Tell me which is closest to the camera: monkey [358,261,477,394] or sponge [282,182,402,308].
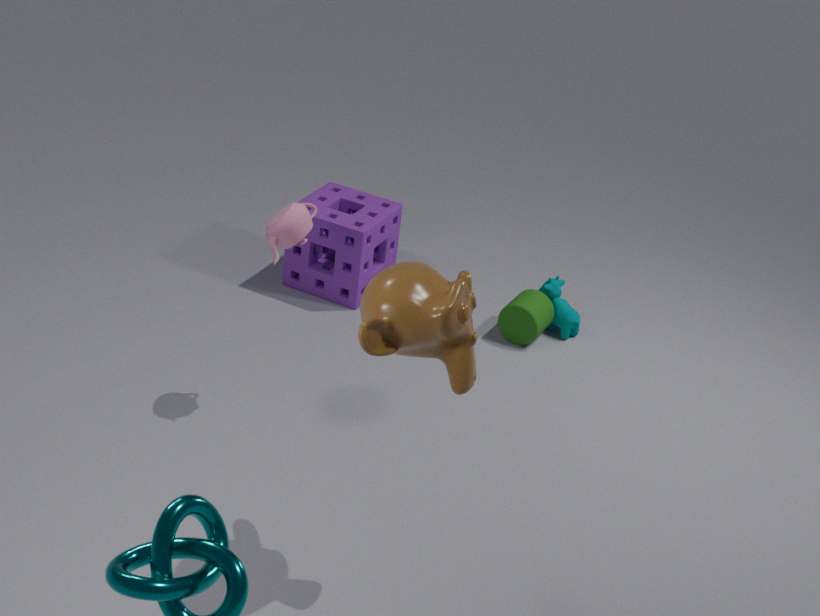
monkey [358,261,477,394]
